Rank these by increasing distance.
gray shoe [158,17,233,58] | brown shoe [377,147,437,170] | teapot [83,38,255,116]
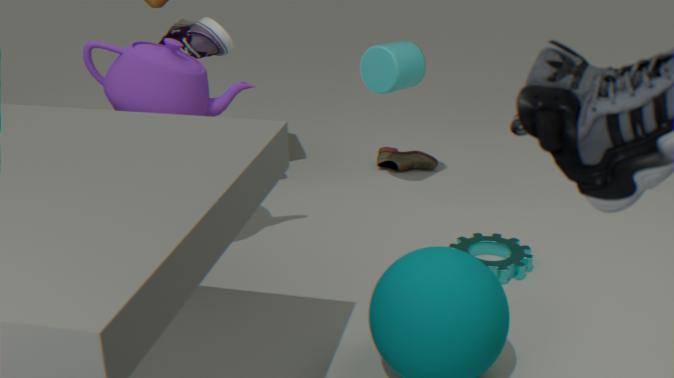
teapot [83,38,255,116] → gray shoe [158,17,233,58] → brown shoe [377,147,437,170]
